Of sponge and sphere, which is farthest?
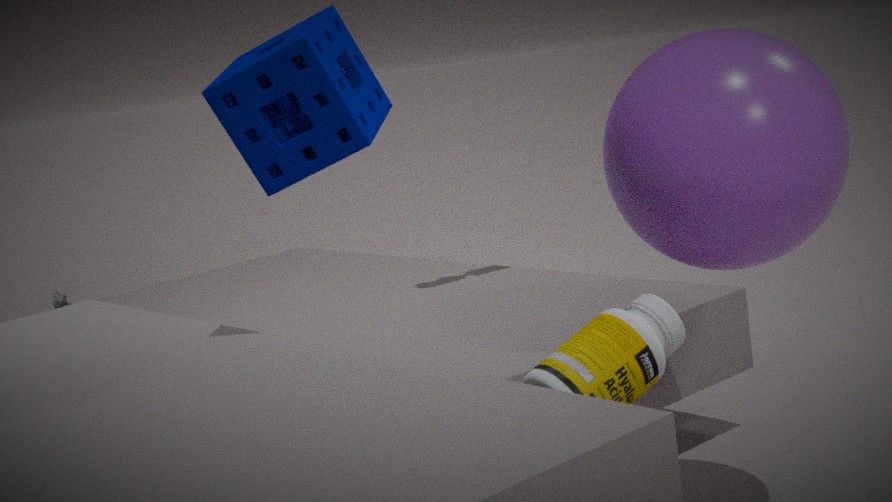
sponge
